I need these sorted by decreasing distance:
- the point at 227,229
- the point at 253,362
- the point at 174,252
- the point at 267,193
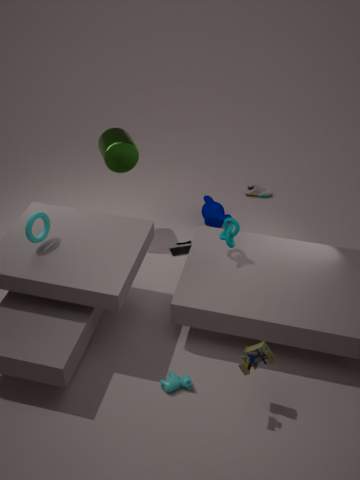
the point at 267,193, the point at 174,252, the point at 227,229, the point at 253,362
